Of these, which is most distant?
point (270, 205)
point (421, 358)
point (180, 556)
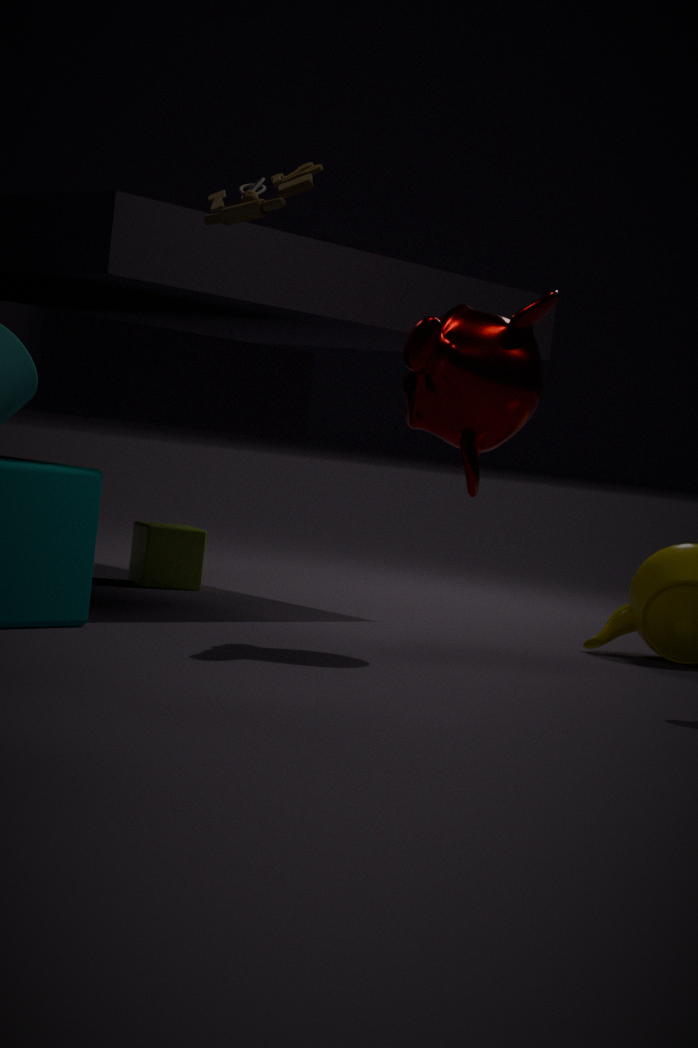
point (180, 556)
